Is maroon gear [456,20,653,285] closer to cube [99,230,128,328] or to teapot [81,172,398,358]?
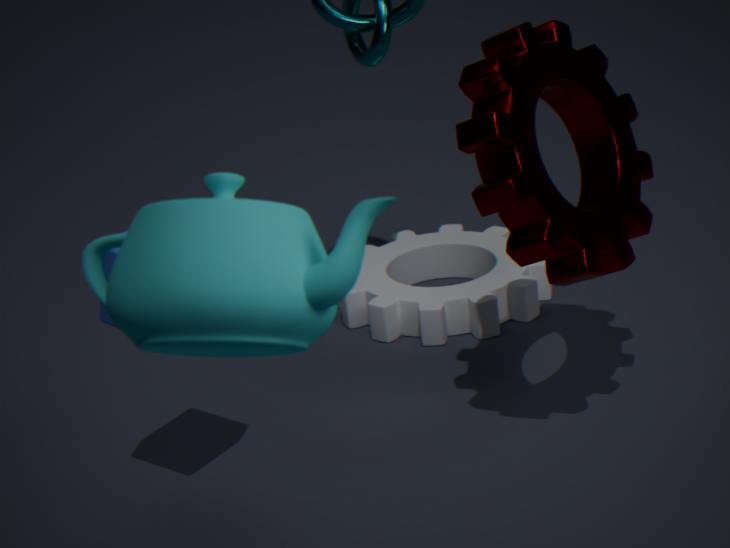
cube [99,230,128,328]
